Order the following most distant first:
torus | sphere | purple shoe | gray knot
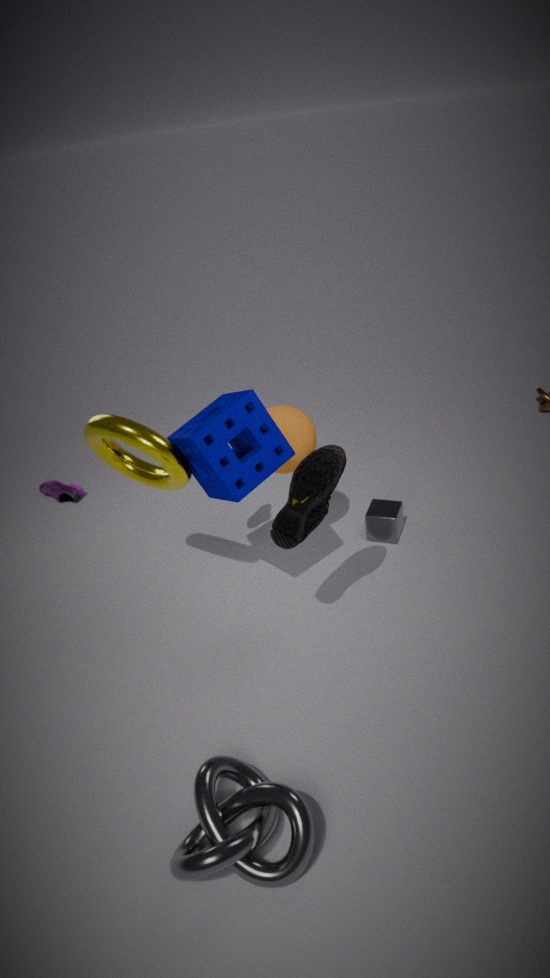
1. purple shoe
2. sphere
3. torus
4. gray knot
